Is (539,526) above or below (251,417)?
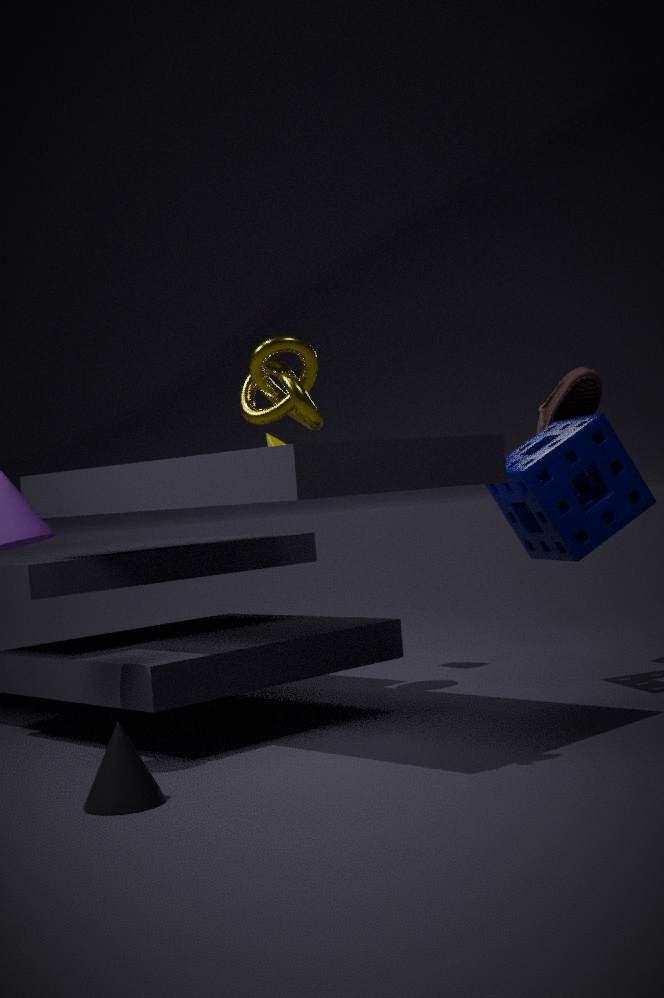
below
